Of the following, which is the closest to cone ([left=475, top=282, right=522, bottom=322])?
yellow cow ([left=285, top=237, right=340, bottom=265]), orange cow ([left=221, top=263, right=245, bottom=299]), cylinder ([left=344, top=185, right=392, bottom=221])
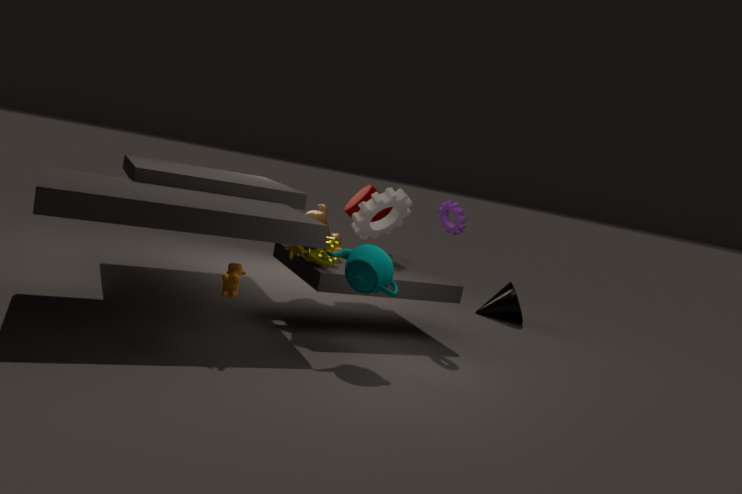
cylinder ([left=344, top=185, right=392, bottom=221])
